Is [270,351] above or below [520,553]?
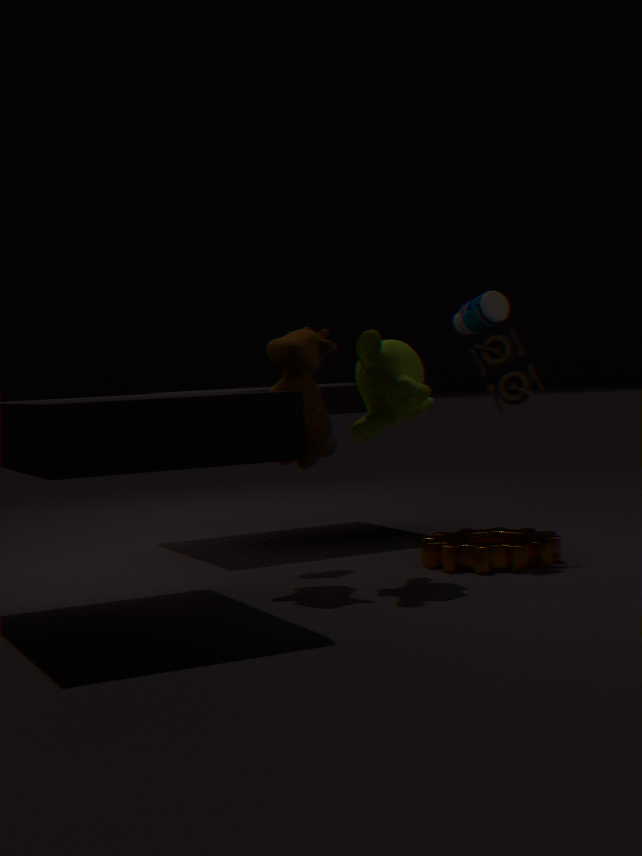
above
